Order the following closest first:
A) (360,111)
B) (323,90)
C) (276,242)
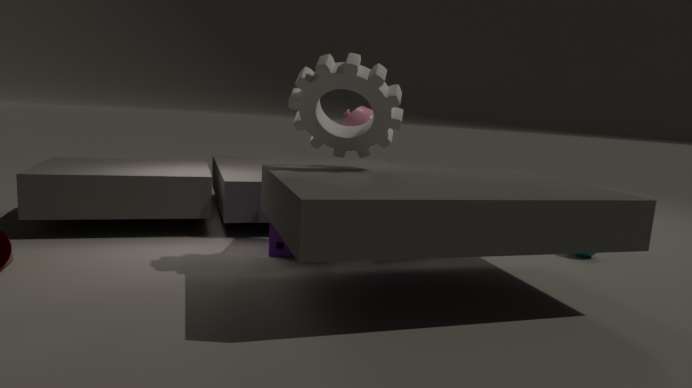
(323,90)
(276,242)
(360,111)
